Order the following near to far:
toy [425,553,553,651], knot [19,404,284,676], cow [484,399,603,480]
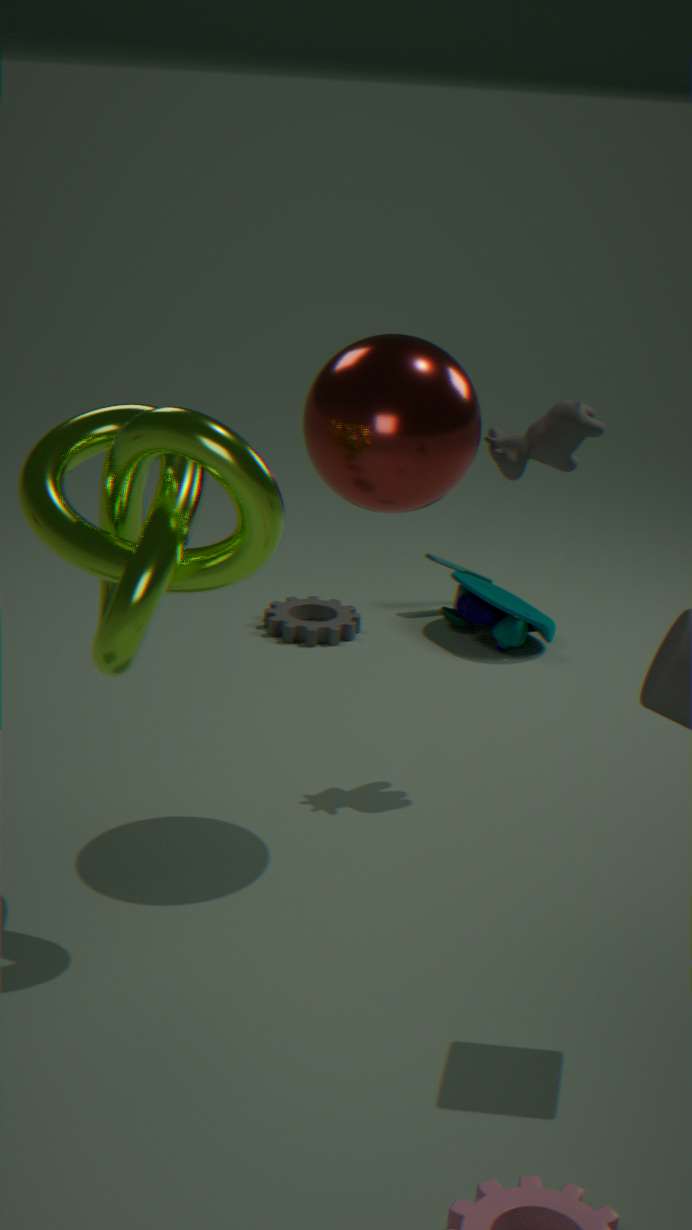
knot [19,404,284,676], cow [484,399,603,480], toy [425,553,553,651]
